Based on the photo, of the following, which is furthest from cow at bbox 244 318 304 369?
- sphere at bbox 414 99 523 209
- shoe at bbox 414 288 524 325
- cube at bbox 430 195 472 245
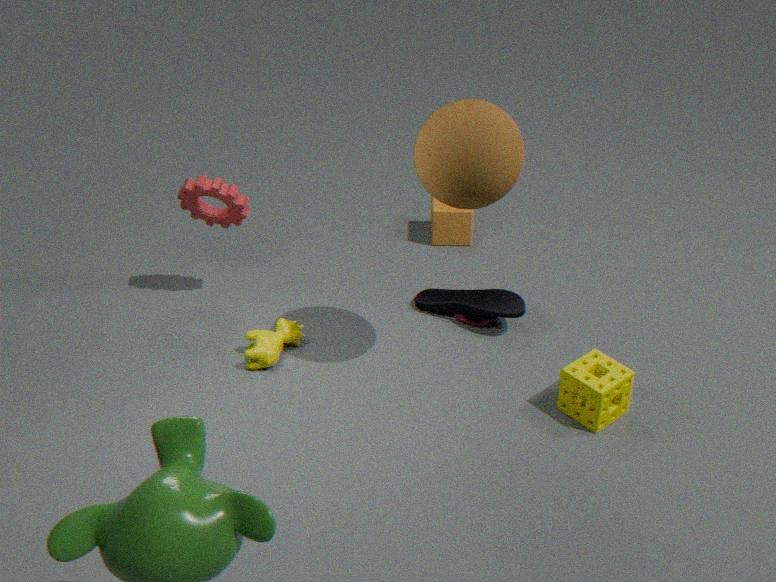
cube at bbox 430 195 472 245
